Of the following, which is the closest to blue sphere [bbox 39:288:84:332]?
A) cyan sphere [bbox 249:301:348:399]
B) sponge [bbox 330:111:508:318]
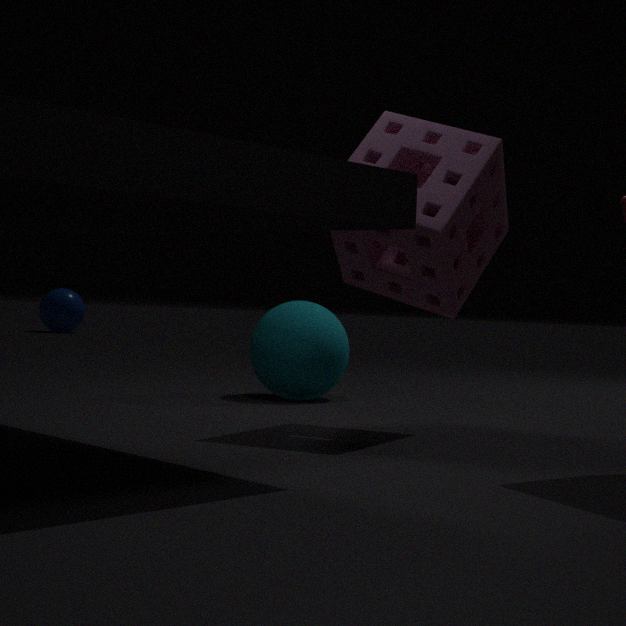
cyan sphere [bbox 249:301:348:399]
